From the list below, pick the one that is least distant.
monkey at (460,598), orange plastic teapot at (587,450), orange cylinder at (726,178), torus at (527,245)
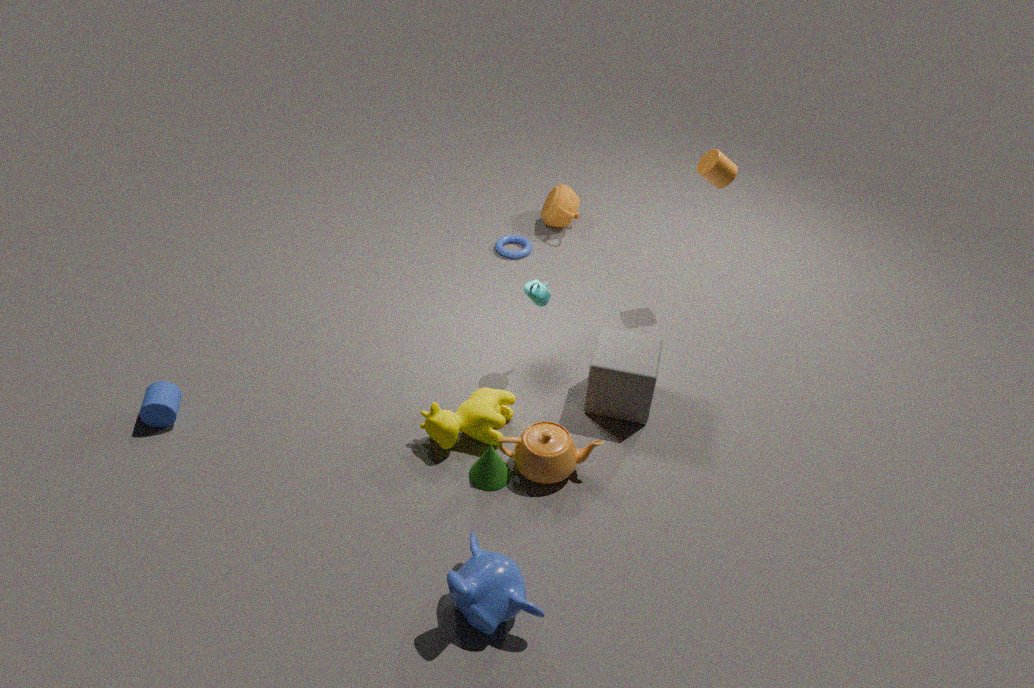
monkey at (460,598)
